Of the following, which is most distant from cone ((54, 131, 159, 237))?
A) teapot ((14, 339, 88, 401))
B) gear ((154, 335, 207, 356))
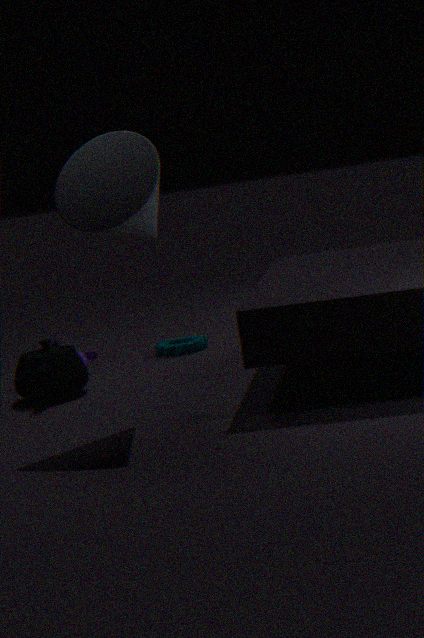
gear ((154, 335, 207, 356))
